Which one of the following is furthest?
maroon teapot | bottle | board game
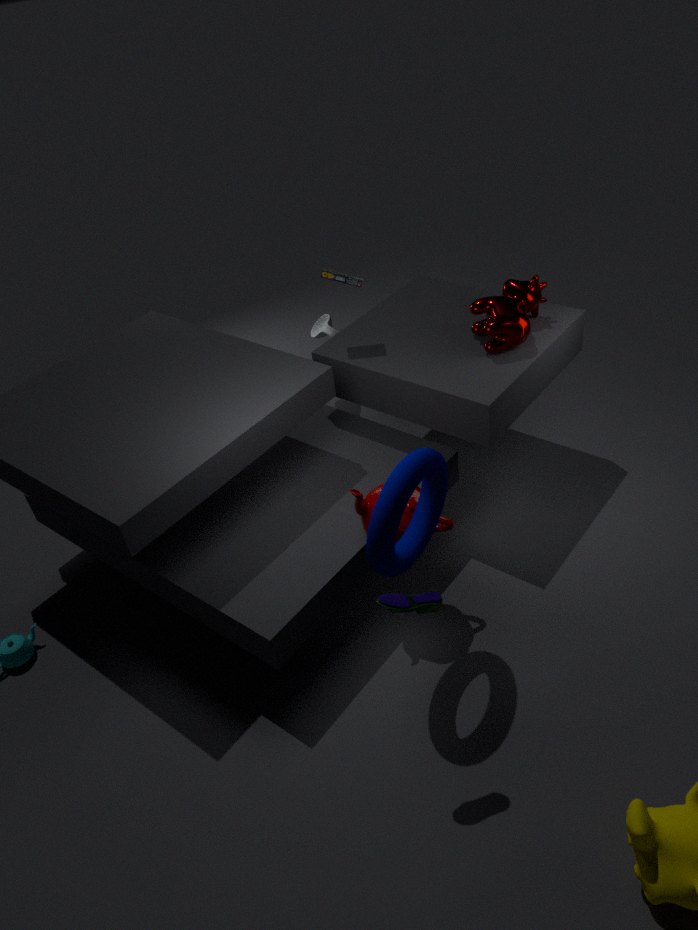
bottle
